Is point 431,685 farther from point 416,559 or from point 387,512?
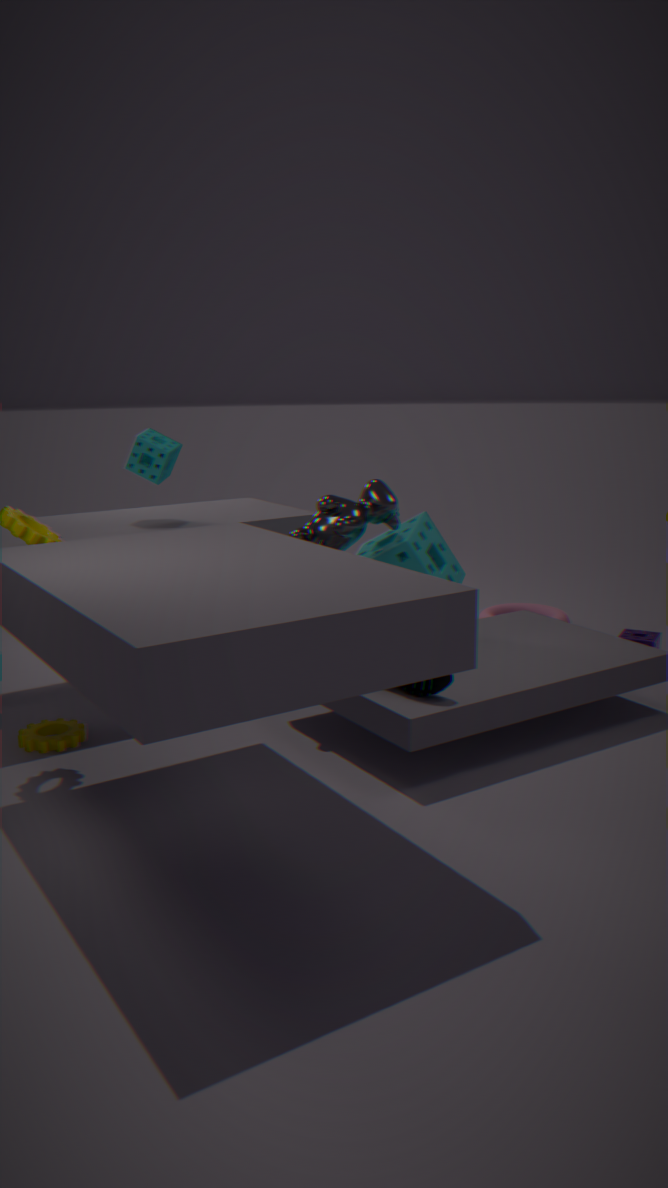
point 387,512
